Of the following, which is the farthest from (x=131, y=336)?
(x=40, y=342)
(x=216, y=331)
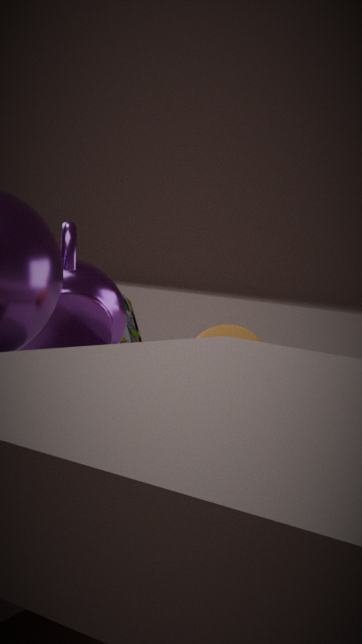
(x=216, y=331)
